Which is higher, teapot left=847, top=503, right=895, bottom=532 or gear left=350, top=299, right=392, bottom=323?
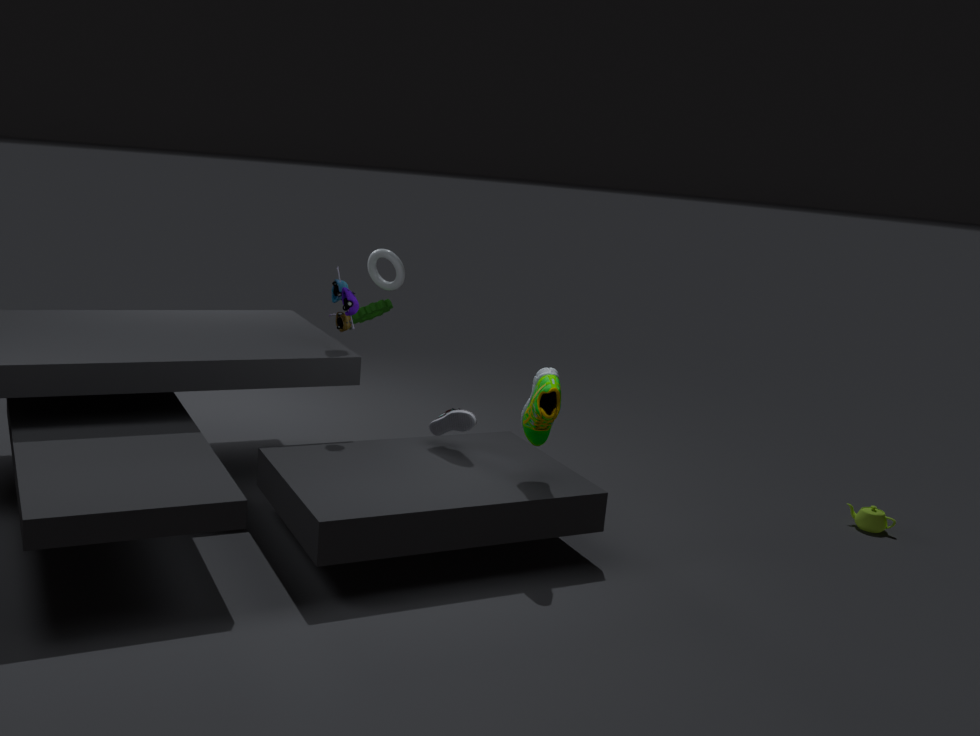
gear left=350, top=299, right=392, bottom=323
